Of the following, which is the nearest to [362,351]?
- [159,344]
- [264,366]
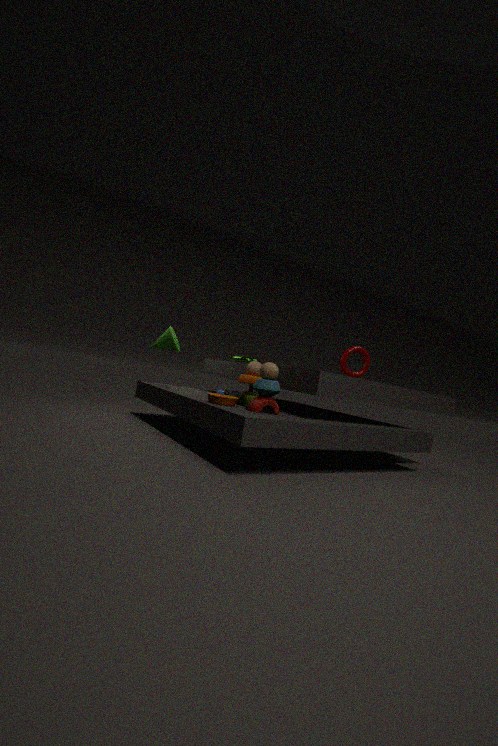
[264,366]
